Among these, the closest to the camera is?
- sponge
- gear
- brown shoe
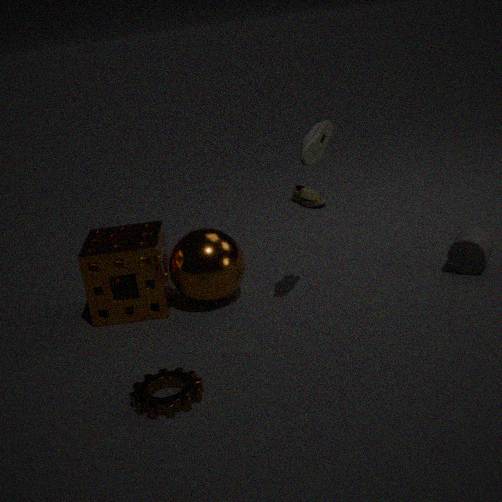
gear
